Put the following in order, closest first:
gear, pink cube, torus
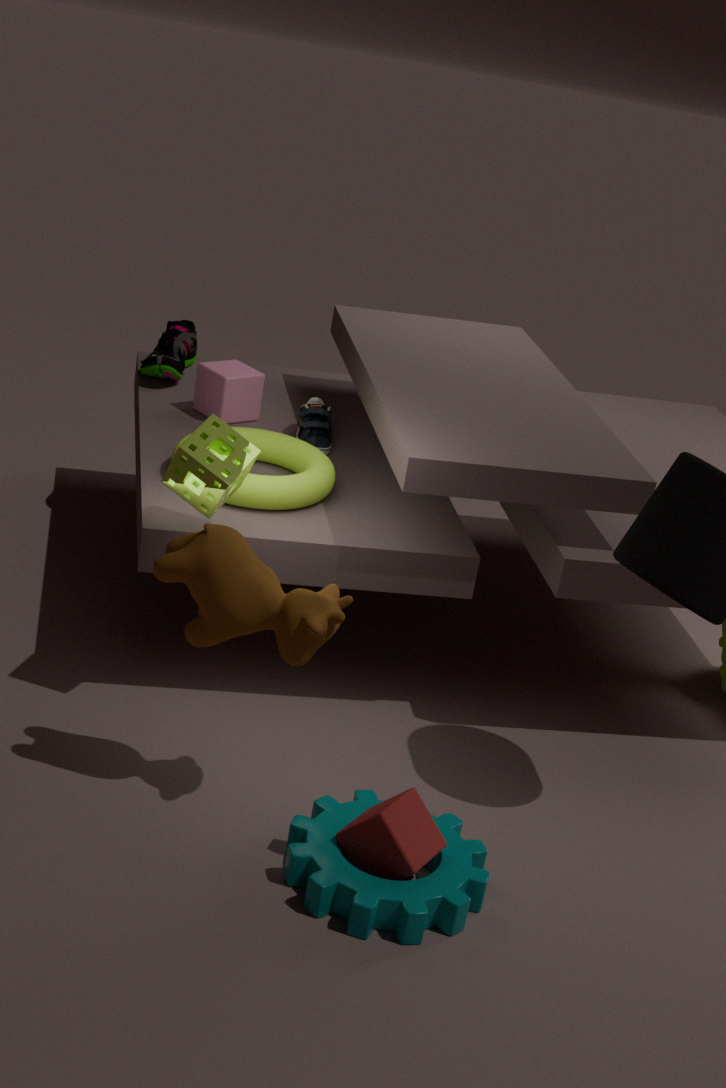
gear < torus < pink cube
